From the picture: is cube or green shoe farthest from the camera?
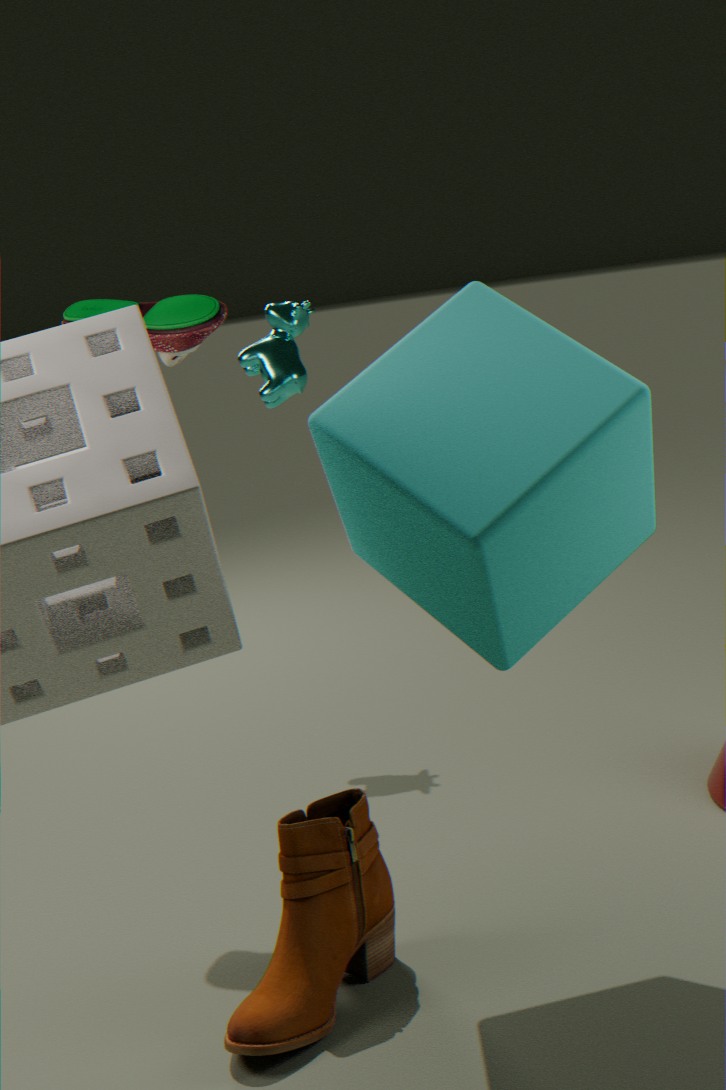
green shoe
